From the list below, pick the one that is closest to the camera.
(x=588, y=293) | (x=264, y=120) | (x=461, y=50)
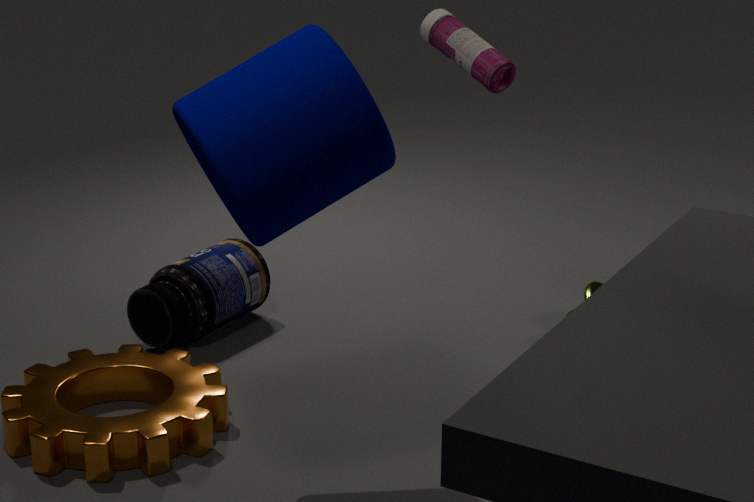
(x=264, y=120)
